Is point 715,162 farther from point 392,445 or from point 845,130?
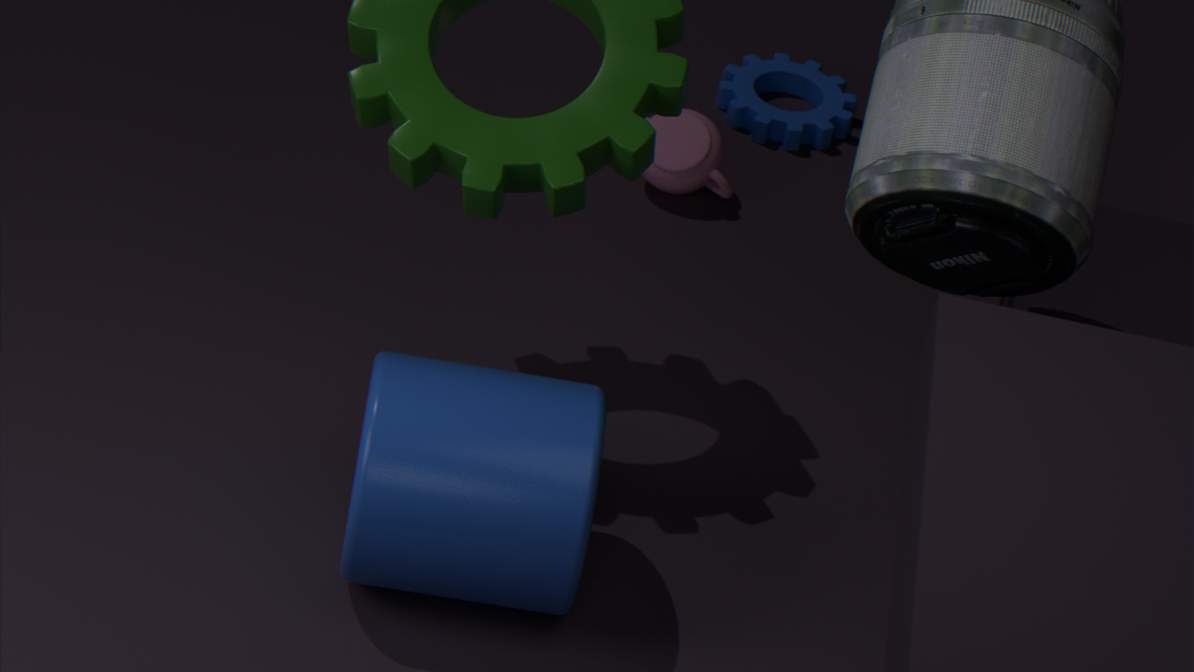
point 392,445
